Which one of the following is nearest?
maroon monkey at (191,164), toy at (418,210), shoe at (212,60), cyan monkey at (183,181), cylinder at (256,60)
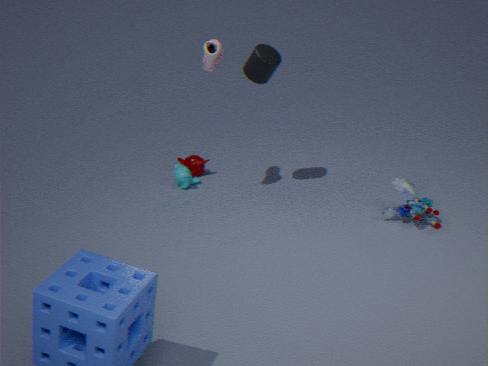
toy at (418,210)
